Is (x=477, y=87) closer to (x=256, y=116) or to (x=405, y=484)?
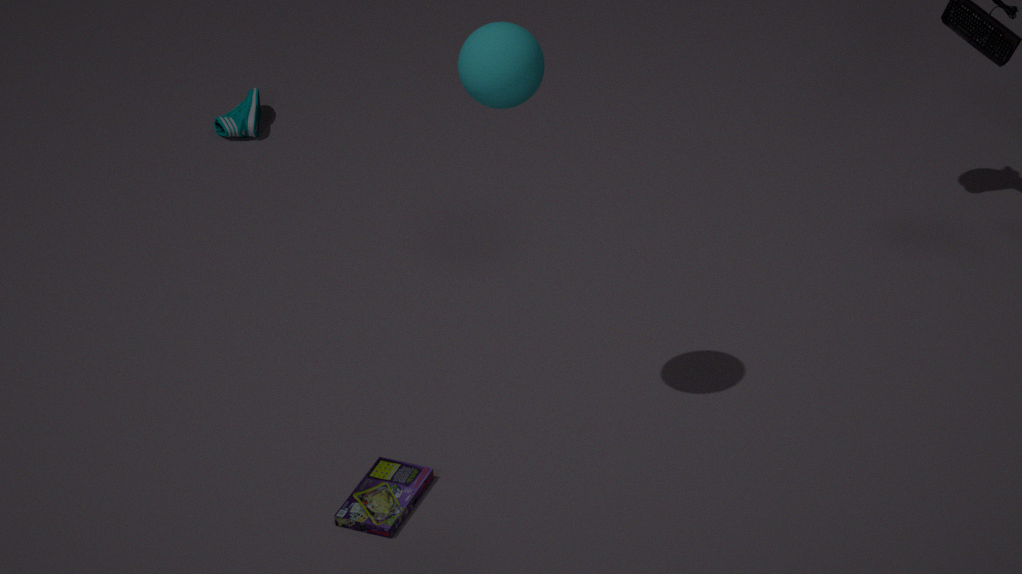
(x=405, y=484)
